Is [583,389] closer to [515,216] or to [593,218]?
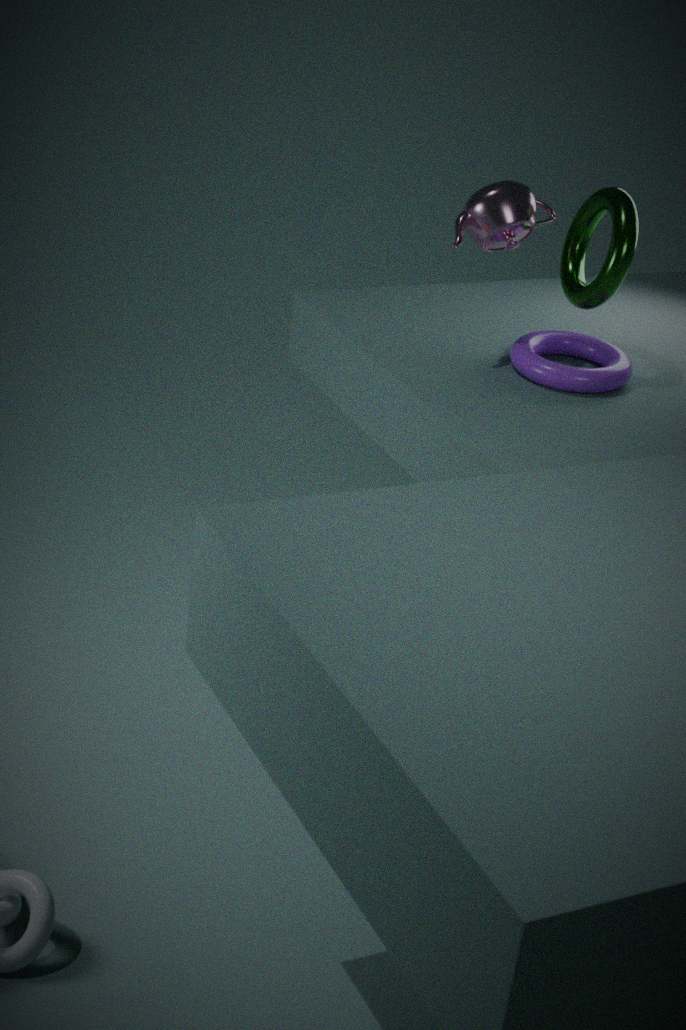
[593,218]
